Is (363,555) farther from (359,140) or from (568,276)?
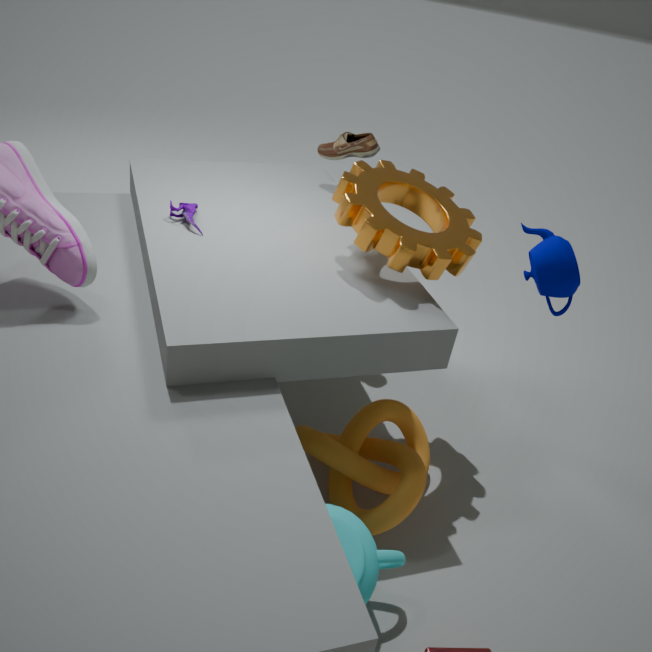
(359,140)
